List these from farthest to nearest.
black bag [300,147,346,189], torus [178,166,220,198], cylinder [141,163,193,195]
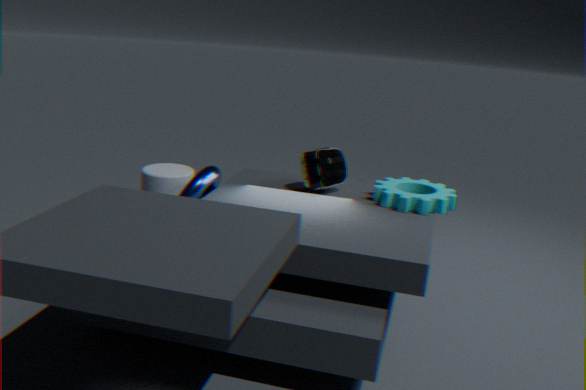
cylinder [141,163,193,195]
black bag [300,147,346,189]
torus [178,166,220,198]
